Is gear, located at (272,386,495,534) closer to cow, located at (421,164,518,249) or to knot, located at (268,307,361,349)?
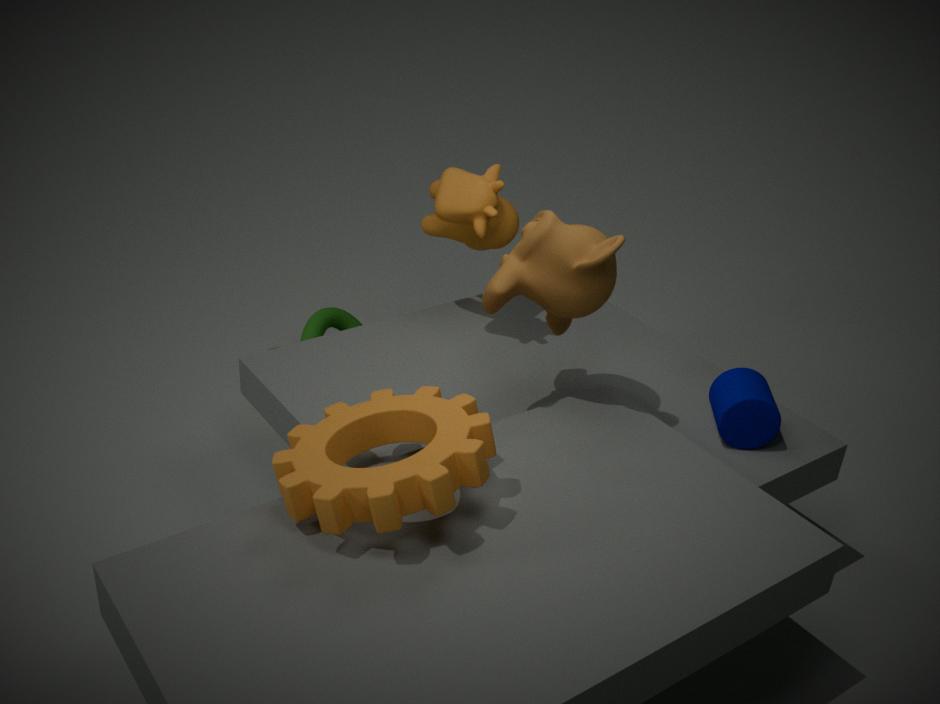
cow, located at (421,164,518,249)
